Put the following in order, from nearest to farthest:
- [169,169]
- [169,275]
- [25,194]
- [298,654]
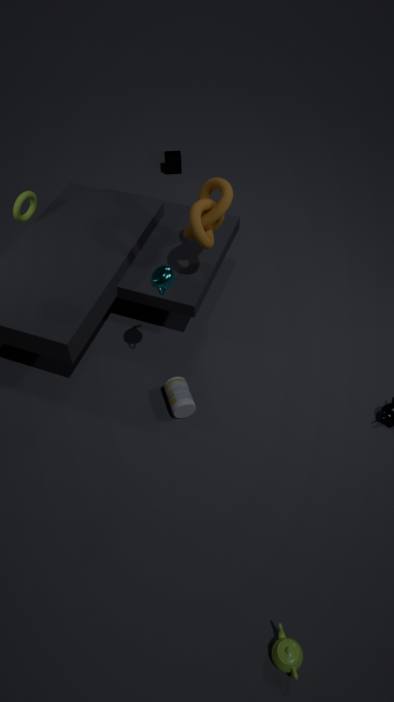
[298,654] < [169,275] < [25,194] < [169,169]
